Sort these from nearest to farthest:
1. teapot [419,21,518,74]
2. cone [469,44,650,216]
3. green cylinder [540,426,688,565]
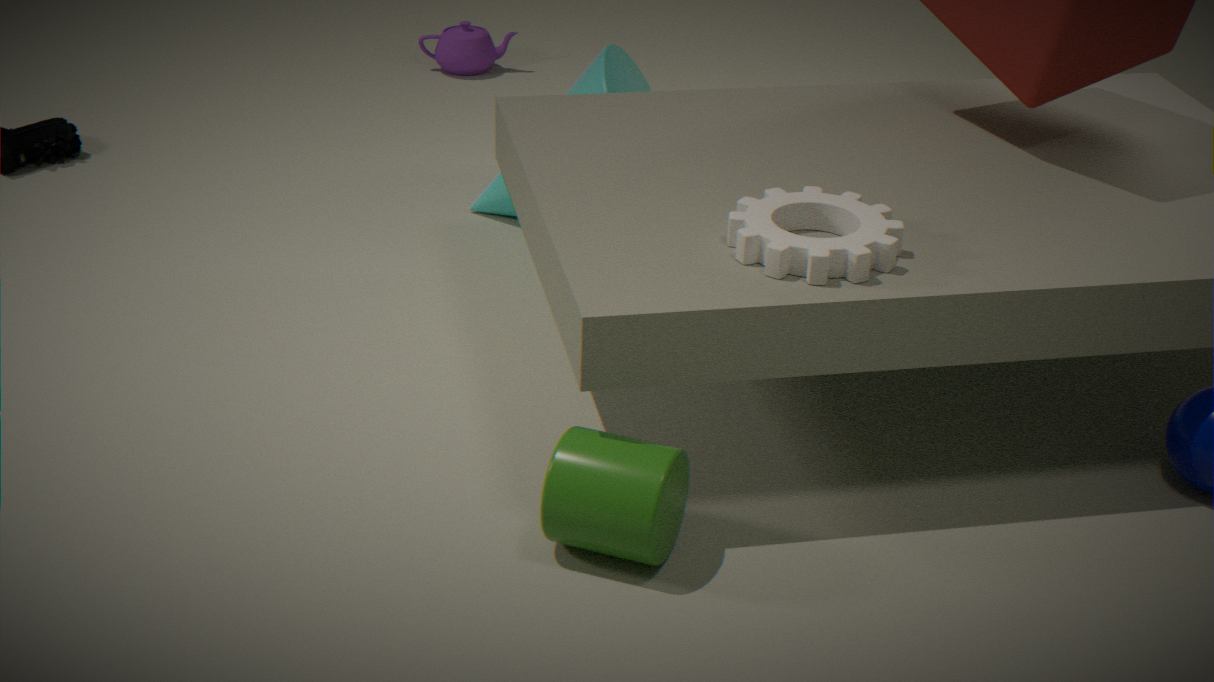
green cylinder [540,426,688,565] → cone [469,44,650,216] → teapot [419,21,518,74]
